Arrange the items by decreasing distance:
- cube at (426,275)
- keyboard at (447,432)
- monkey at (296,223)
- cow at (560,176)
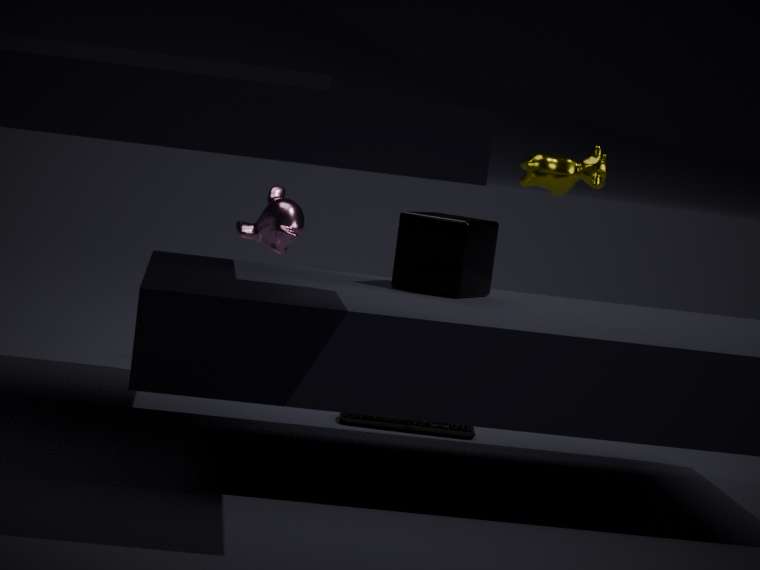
monkey at (296,223) < cow at (560,176) < keyboard at (447,432) < cube at (426,275)
